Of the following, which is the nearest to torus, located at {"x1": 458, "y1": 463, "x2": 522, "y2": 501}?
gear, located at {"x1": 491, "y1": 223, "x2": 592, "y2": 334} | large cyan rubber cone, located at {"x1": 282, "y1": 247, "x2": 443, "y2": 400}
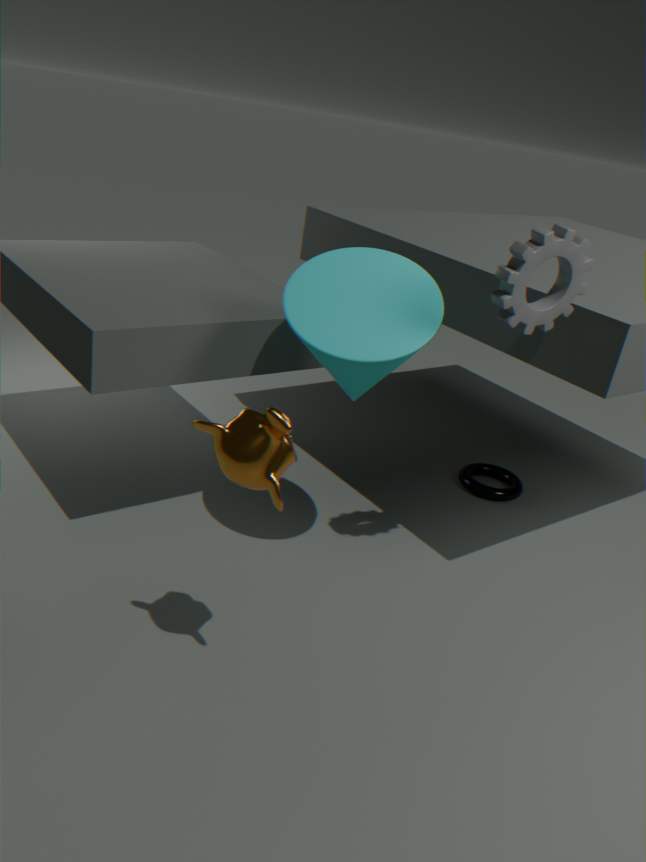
large cyan rubber cone, located at {"x1": 282, "y1": 247, "x2": 443, "y2": 400}
